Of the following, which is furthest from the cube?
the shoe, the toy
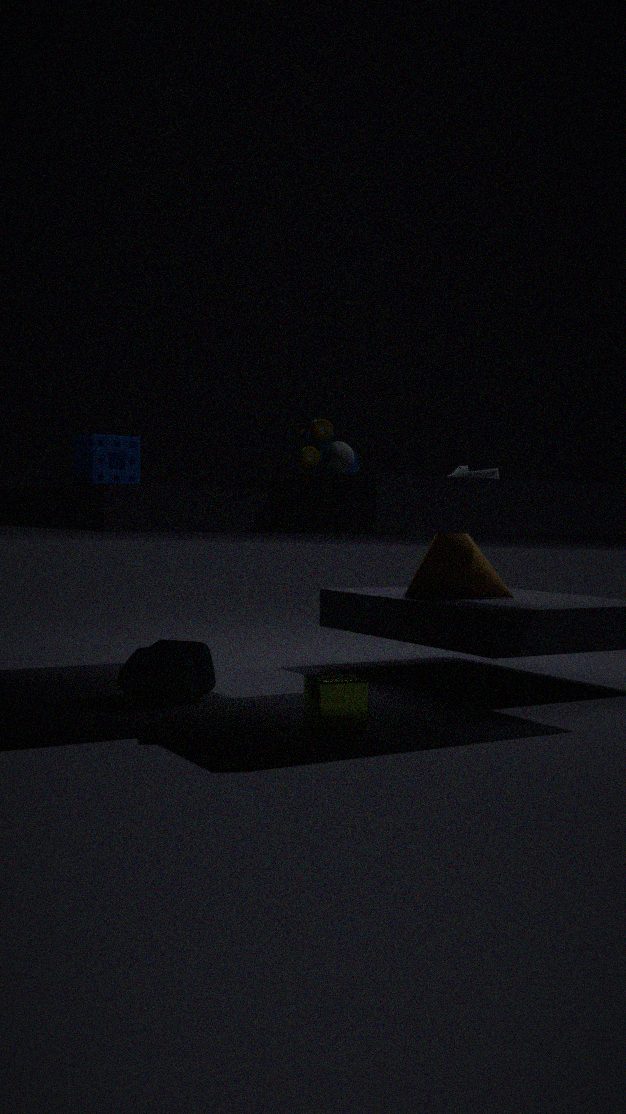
the shoe
